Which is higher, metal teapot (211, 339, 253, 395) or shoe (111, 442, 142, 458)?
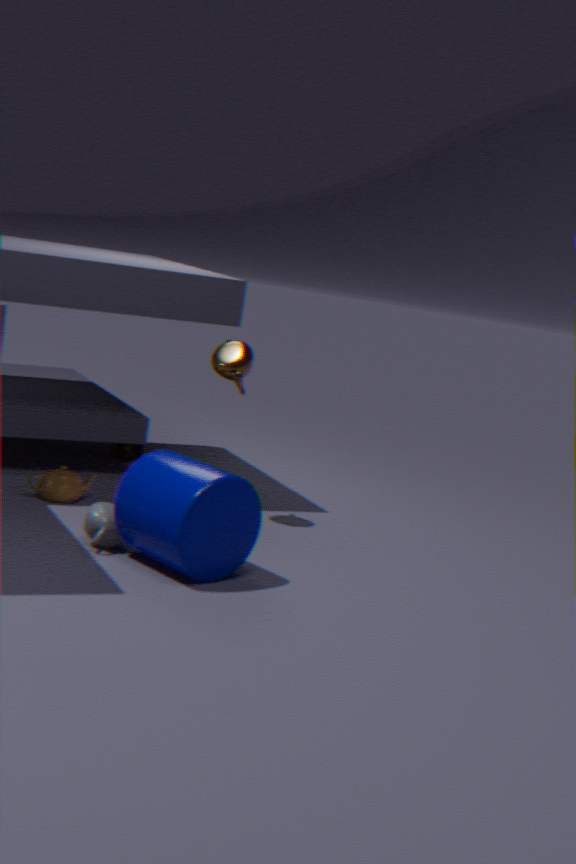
metal teapot (211, 339, 253, 395)
